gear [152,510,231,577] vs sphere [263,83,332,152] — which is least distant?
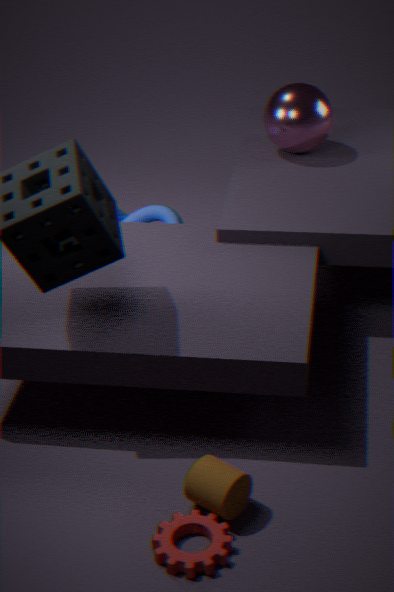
gear [152,510,231,577]
